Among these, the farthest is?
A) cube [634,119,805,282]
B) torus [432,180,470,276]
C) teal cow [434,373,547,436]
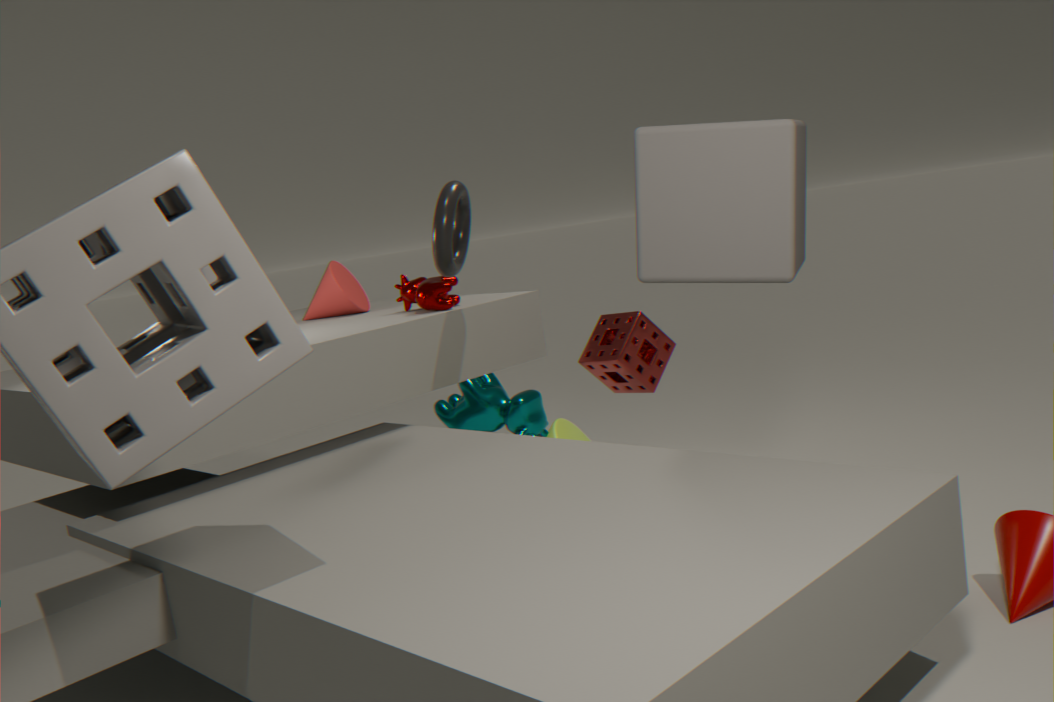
teal cow [434,373,547,436]
